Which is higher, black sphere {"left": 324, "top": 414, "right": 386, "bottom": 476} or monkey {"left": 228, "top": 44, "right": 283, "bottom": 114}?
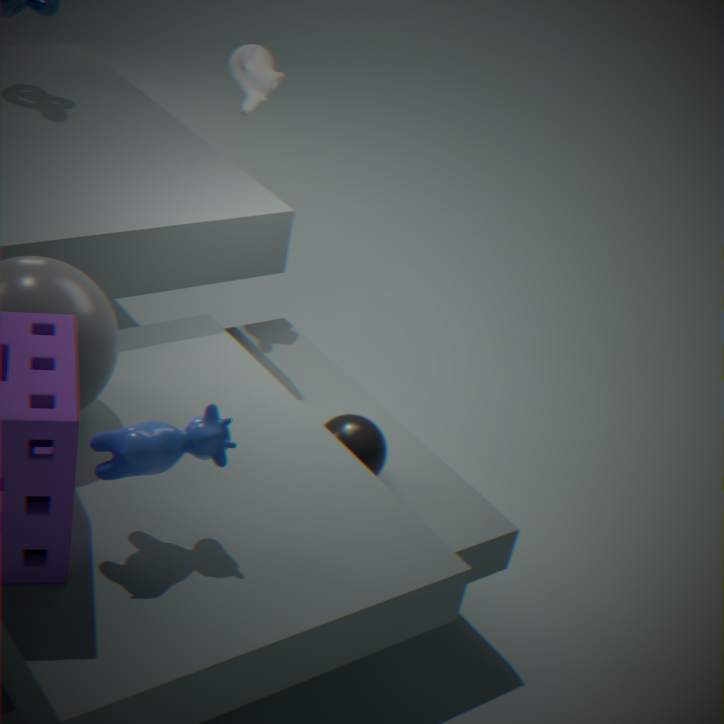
monkey {"left": 228, "top": 44, "right": 283, "bottom": 114}
